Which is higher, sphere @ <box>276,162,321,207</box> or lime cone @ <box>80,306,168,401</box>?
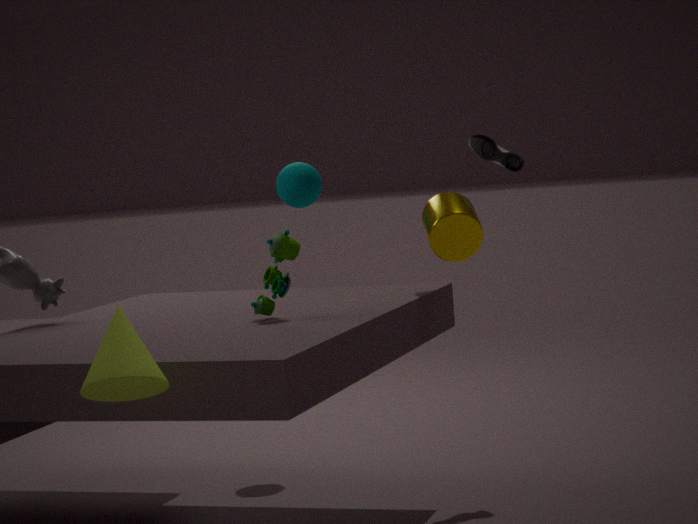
sphere @ <box>276,162,321,207</box>
